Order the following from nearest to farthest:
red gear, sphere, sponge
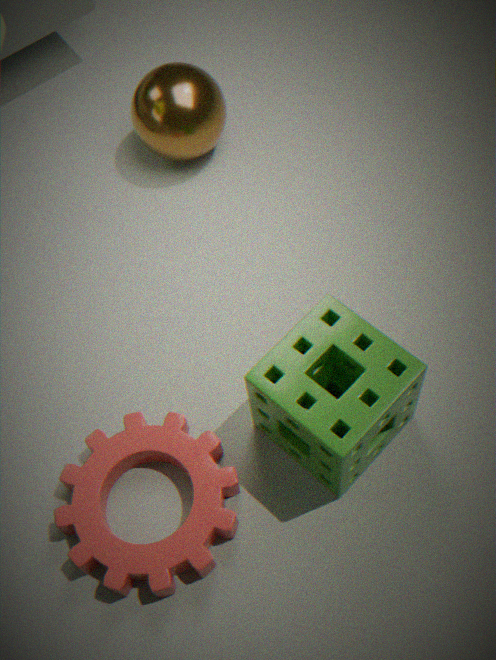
sponge, red gear, sphere
